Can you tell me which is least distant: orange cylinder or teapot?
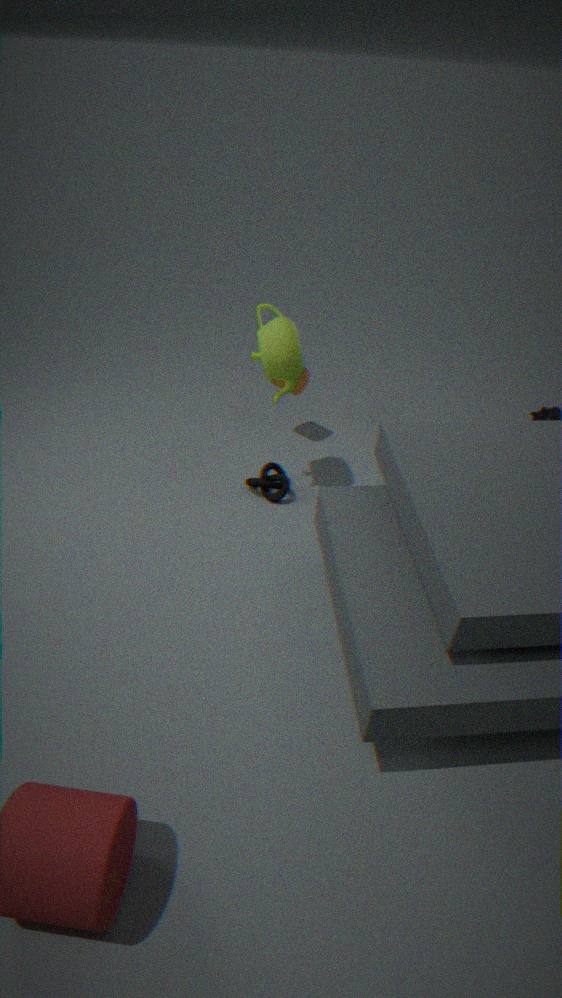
teapot
